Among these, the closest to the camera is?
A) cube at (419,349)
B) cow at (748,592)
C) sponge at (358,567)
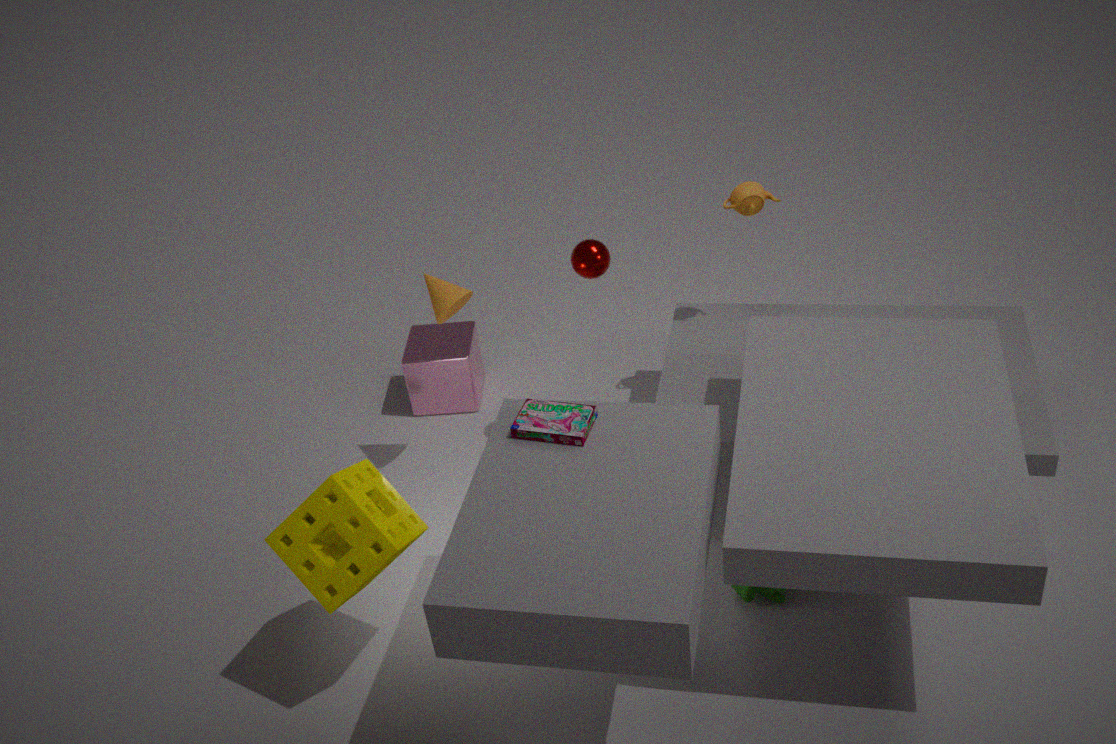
sponge at (358,567)
